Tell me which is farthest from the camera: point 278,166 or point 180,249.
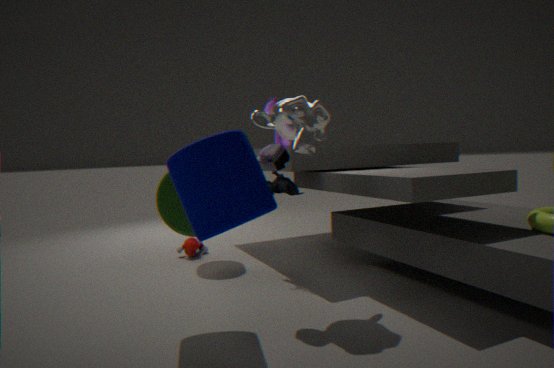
point 180,249
